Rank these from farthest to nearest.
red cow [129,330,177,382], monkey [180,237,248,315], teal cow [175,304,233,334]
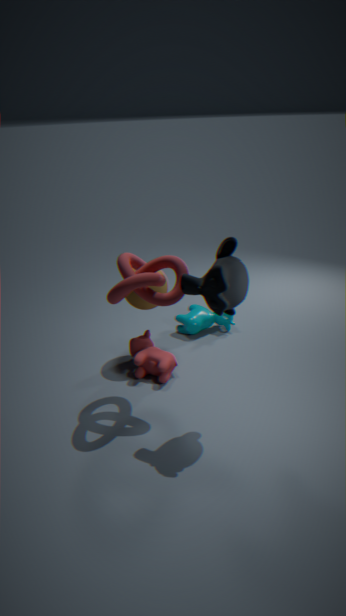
teal cow [175,304,233,334] → red cow [129,330,177,382] → monkey [180,237,248,315]
